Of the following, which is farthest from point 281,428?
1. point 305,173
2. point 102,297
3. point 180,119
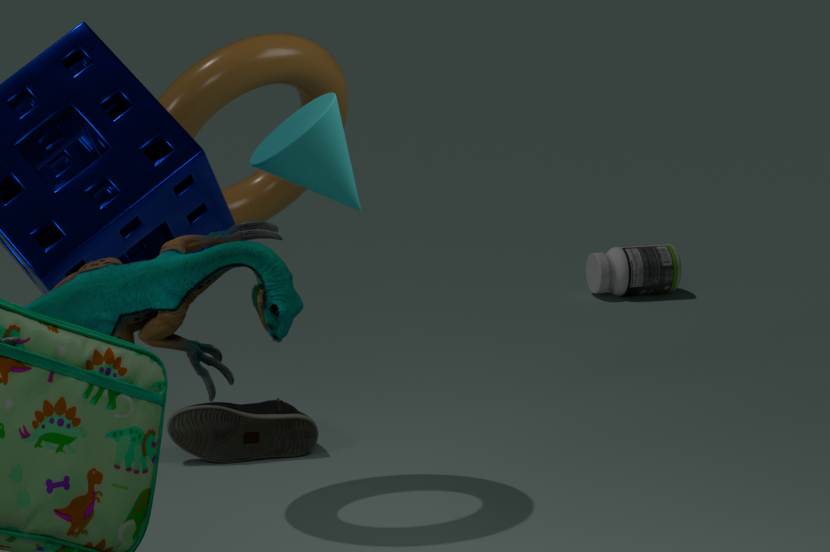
point 102,297
